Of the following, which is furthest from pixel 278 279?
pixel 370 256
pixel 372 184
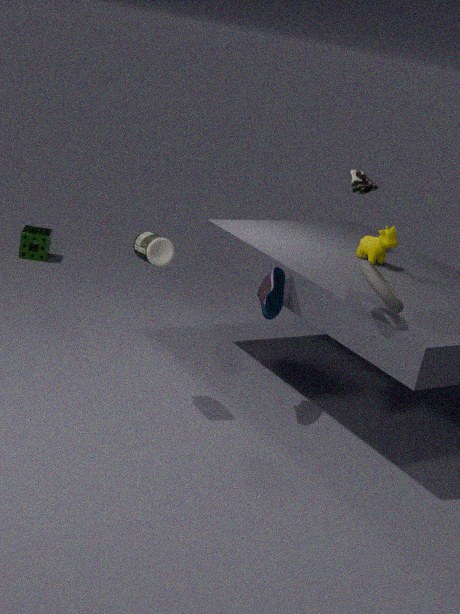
pixel 372 184
